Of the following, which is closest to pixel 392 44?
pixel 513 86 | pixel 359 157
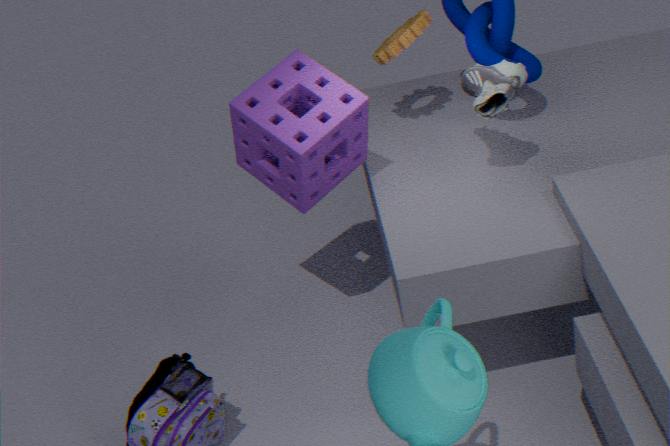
pixel 513 86
